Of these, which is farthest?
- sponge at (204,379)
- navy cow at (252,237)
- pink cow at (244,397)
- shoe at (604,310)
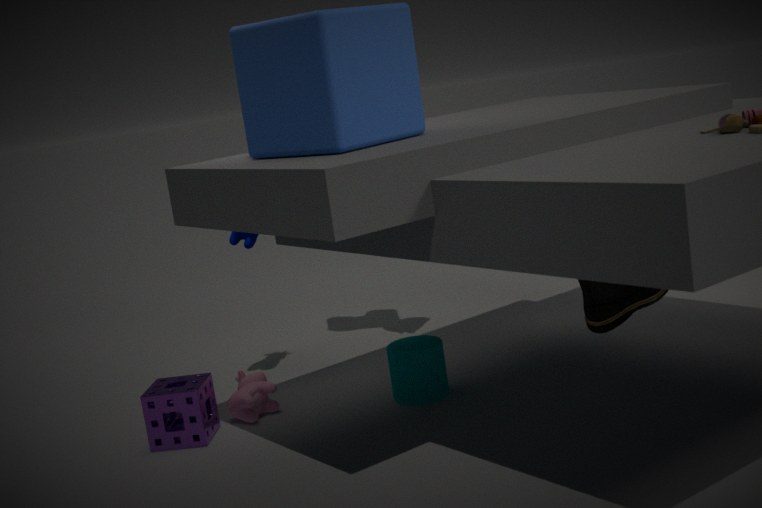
navy cow at (252,237)
